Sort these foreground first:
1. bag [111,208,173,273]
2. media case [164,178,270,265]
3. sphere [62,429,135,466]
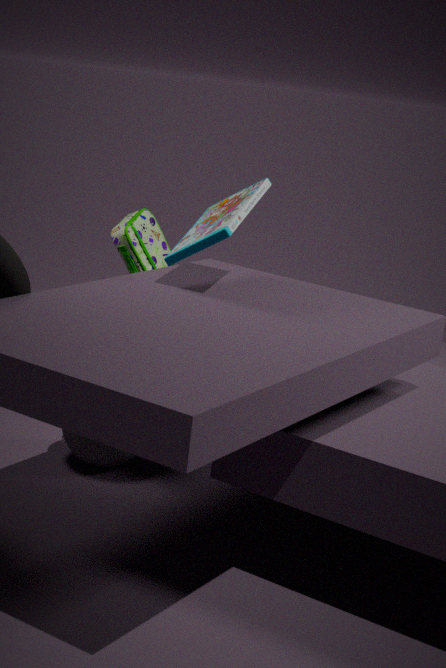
1. media case [164,178,270,265]
2. sphere [62,429,135,466]
3. bag [111,208,173,273]
